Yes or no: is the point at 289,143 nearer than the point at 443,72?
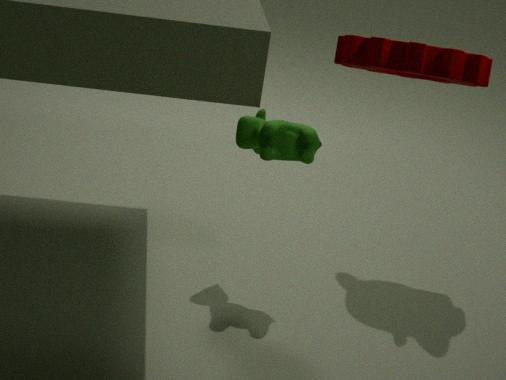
No
